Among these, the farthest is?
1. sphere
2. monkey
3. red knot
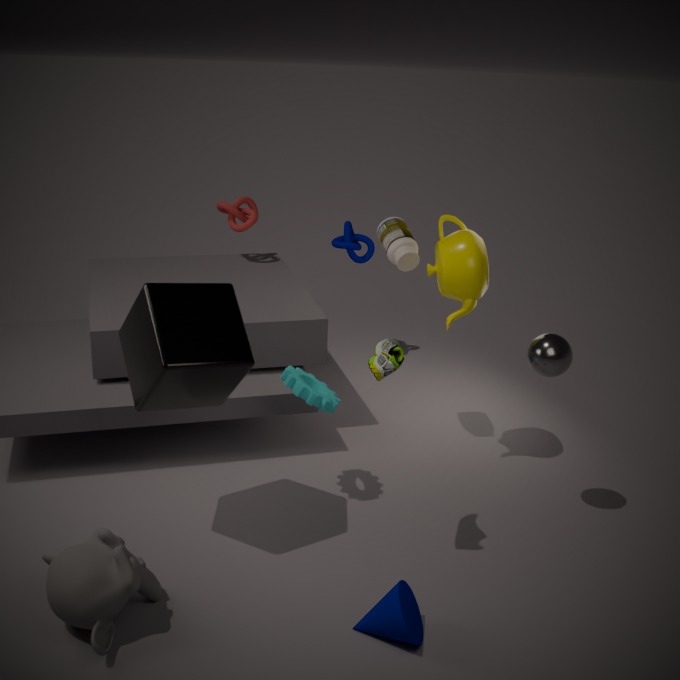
red knot
